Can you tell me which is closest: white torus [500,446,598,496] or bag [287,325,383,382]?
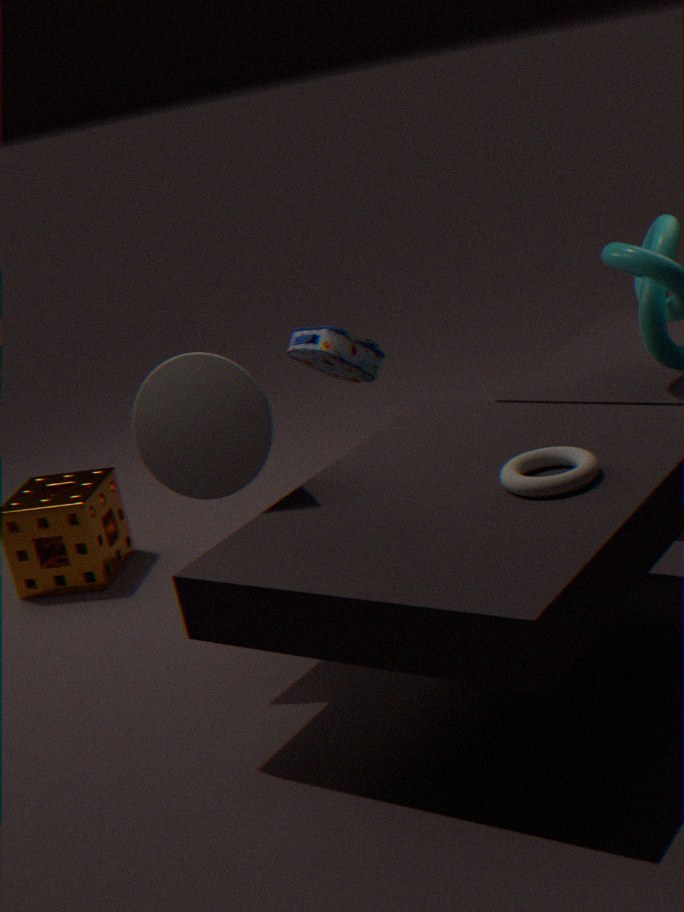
white torus [500,446,598,496]
